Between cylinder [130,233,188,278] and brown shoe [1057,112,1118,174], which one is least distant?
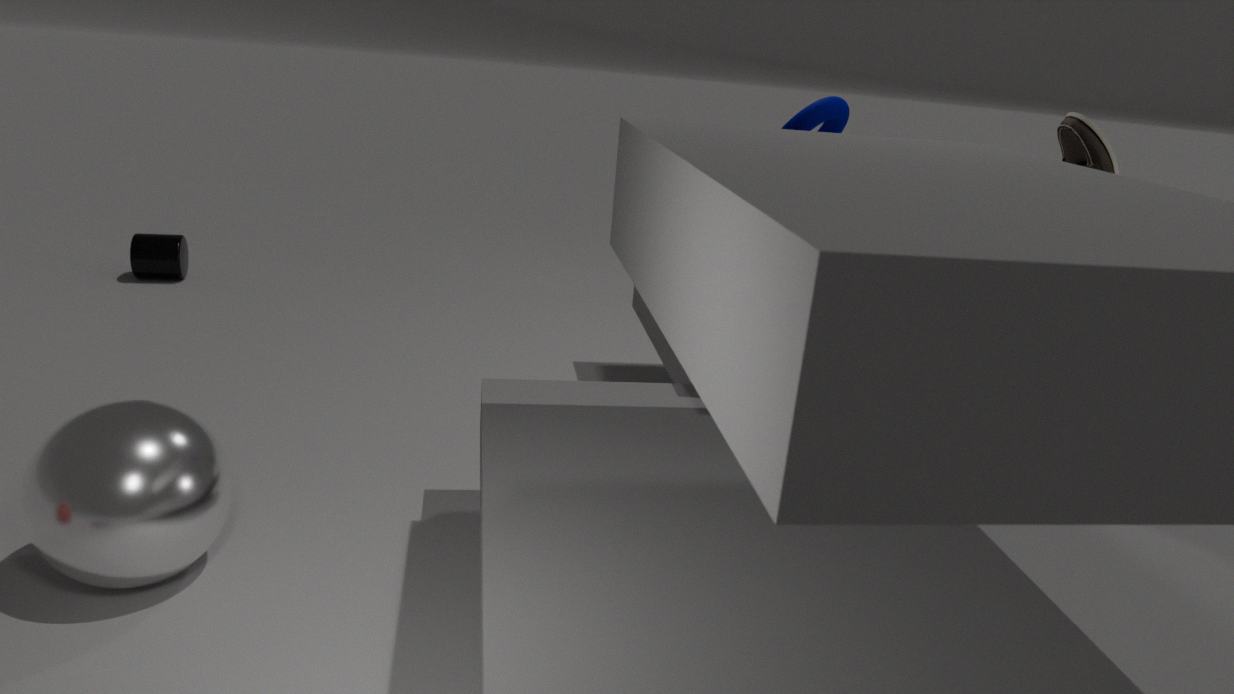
brown shoe [1057,112,1118,174]
